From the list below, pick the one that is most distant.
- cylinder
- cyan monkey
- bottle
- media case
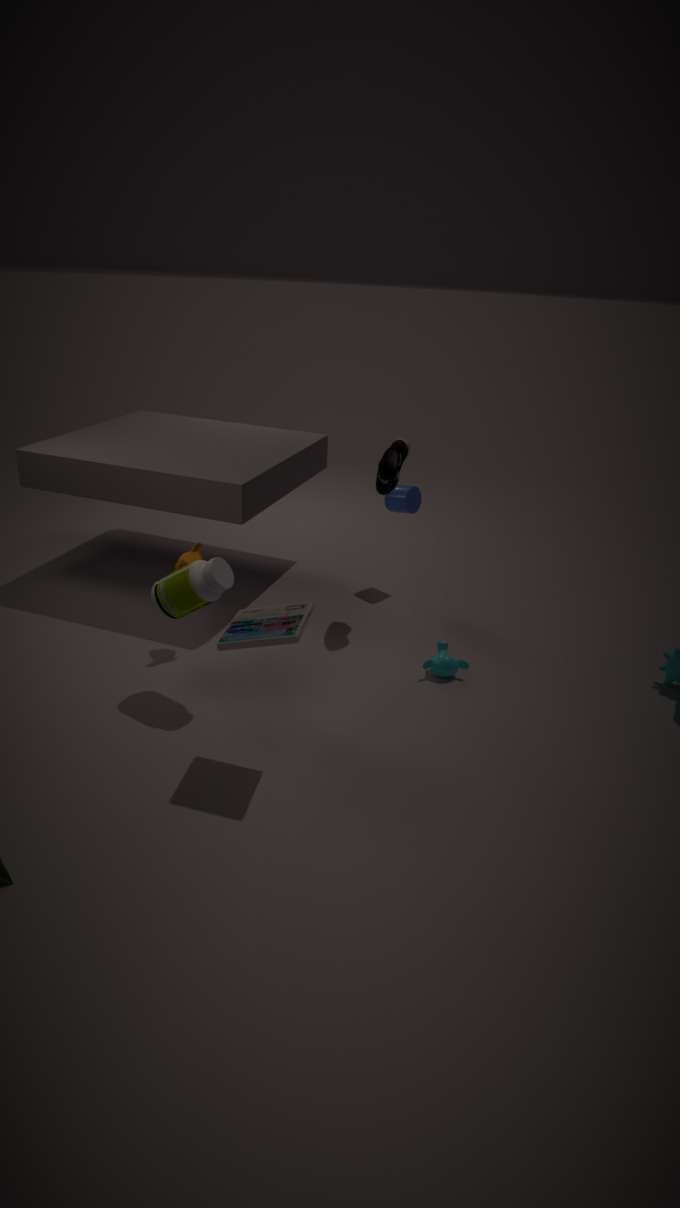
cylinder
